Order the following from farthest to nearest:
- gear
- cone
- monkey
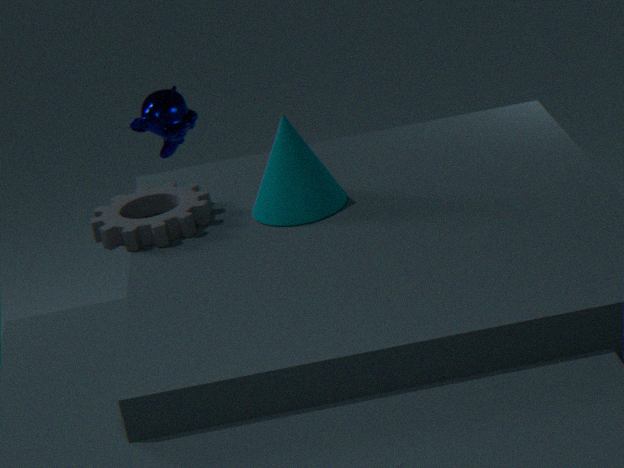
monkey → gear → cone
